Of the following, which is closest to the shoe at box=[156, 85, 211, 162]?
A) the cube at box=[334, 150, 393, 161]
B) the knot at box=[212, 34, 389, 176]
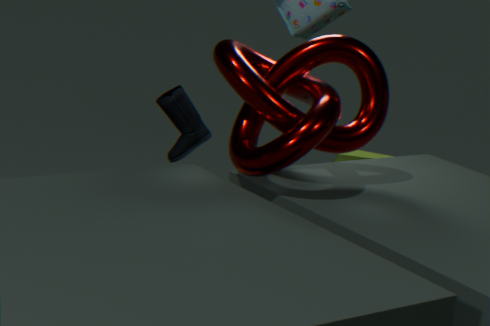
the knot at box=[212, 34, 389, 176]
